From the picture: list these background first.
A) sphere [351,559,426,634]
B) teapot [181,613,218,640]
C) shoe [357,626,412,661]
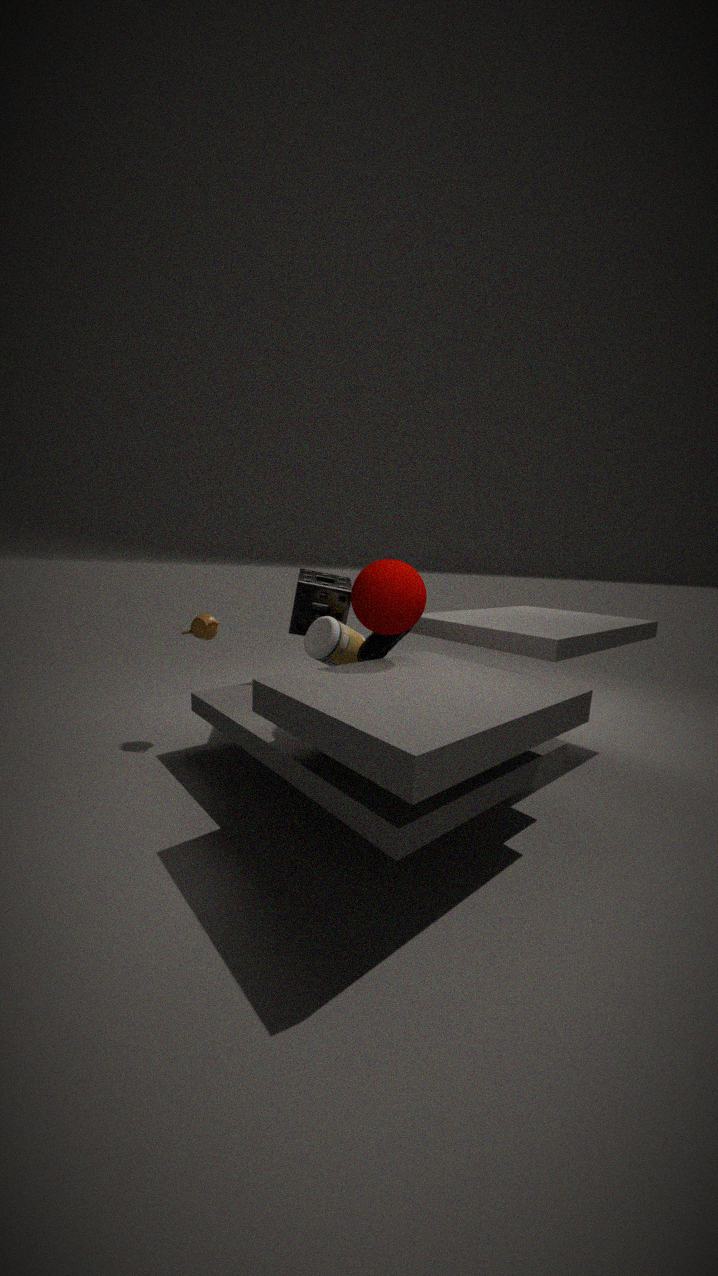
teapot [181,613,218,640] → shoe [357,626,412,661] → sphere [351,559,426,634]
